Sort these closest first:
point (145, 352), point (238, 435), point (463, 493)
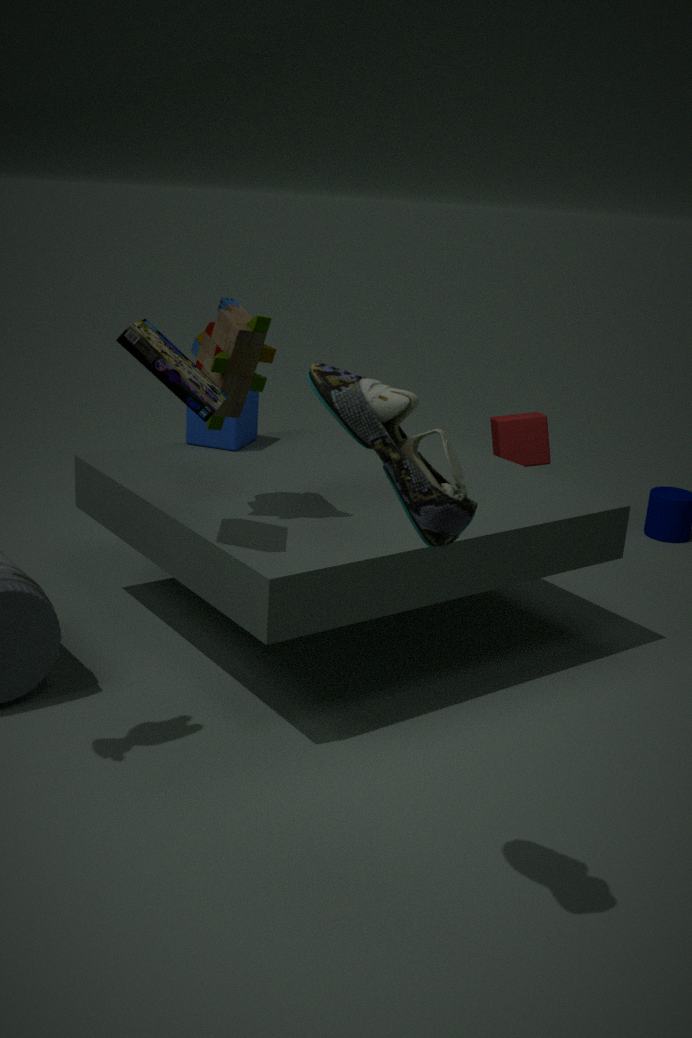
point (463, 493) → point (145, 352) → point (238, 435)
